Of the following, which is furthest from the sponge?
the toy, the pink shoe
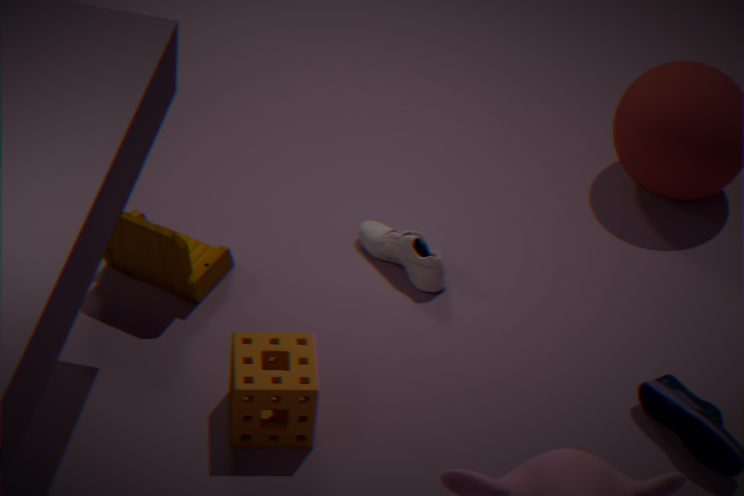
the pink shoe
